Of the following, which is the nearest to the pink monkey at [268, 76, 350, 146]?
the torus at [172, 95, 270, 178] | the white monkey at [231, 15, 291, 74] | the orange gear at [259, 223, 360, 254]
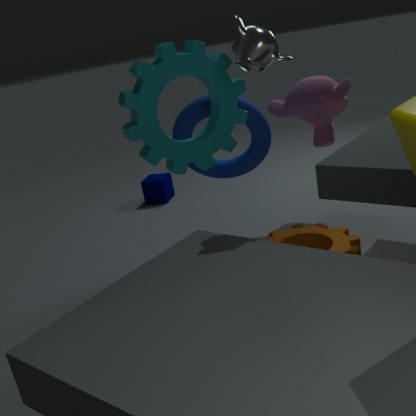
the torus at [172, 95, 270, 178]
